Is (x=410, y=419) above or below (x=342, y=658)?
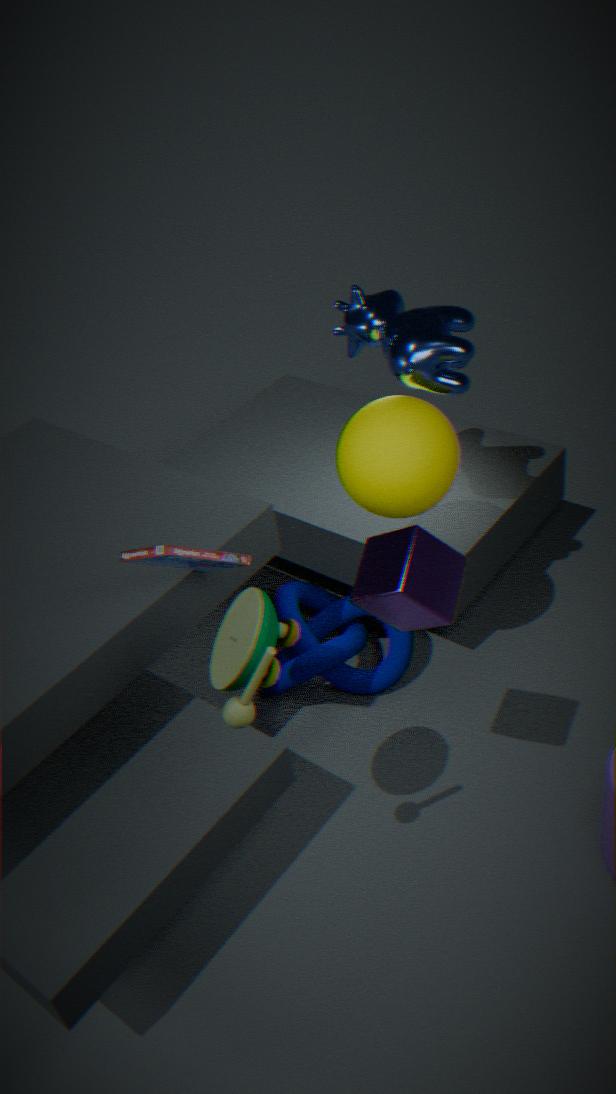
above
